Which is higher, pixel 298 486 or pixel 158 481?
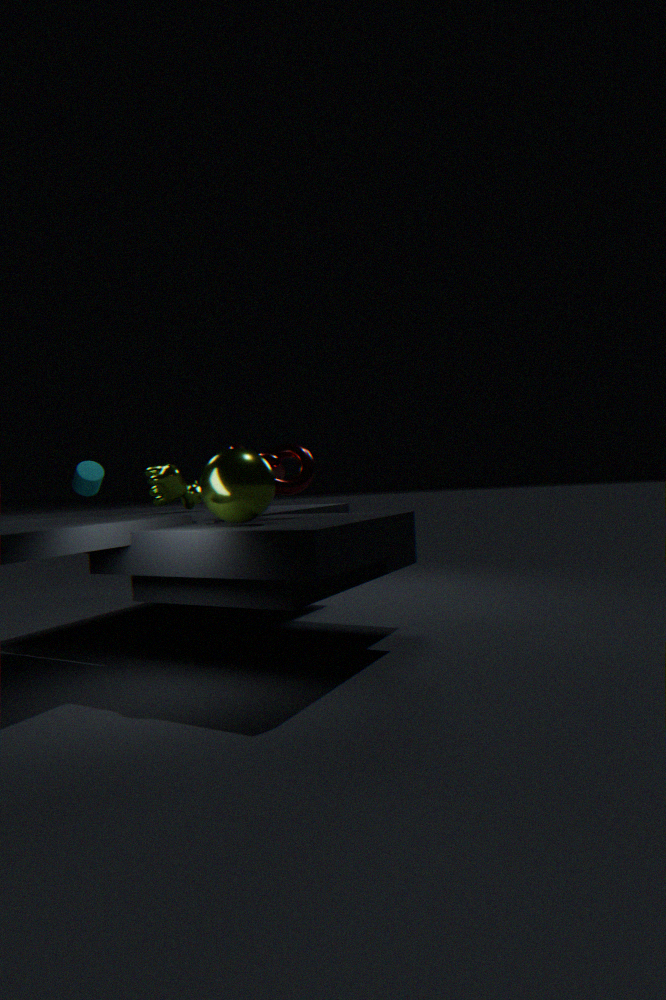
pixel 298 486
